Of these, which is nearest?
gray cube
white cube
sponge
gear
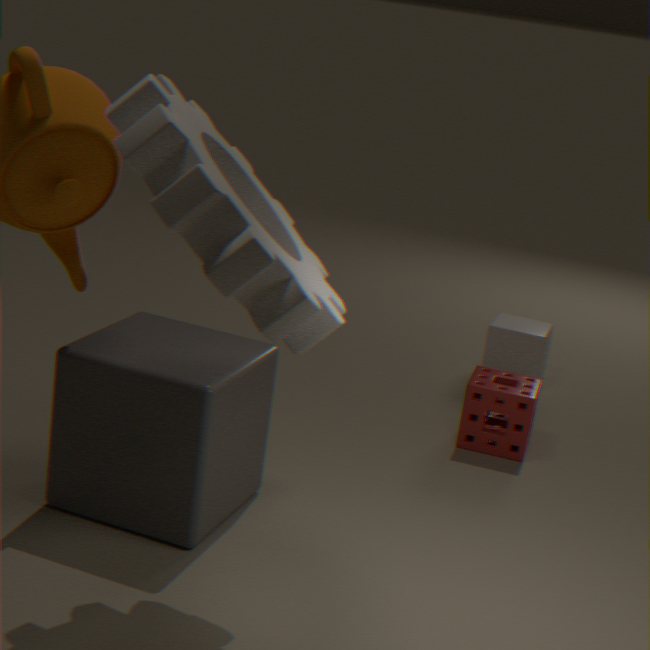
gear
